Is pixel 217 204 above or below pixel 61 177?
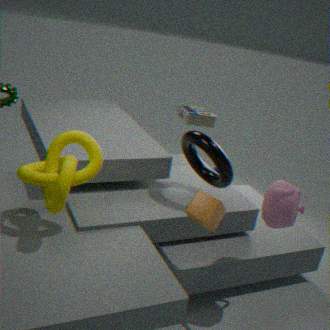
below
